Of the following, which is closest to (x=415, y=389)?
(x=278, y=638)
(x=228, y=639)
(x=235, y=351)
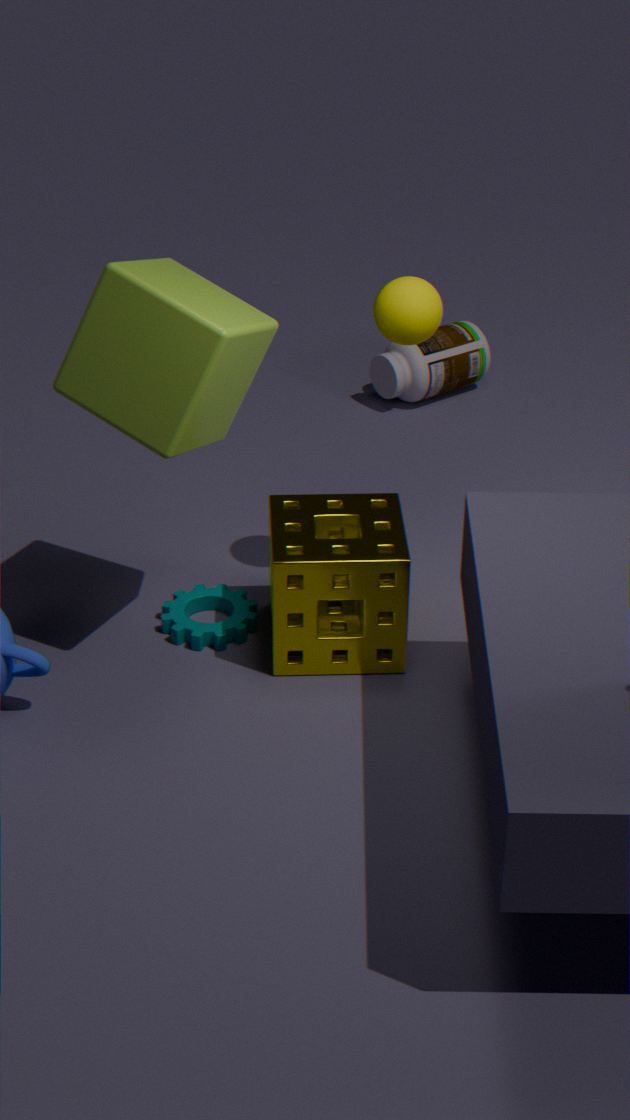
(x=278, y=638)
